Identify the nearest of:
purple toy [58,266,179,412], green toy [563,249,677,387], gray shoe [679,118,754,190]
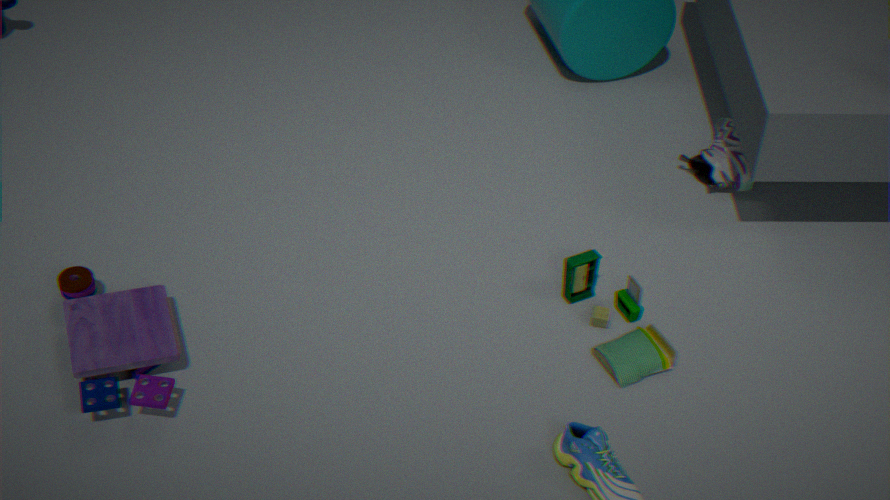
purple toy [58,266,179,412]
